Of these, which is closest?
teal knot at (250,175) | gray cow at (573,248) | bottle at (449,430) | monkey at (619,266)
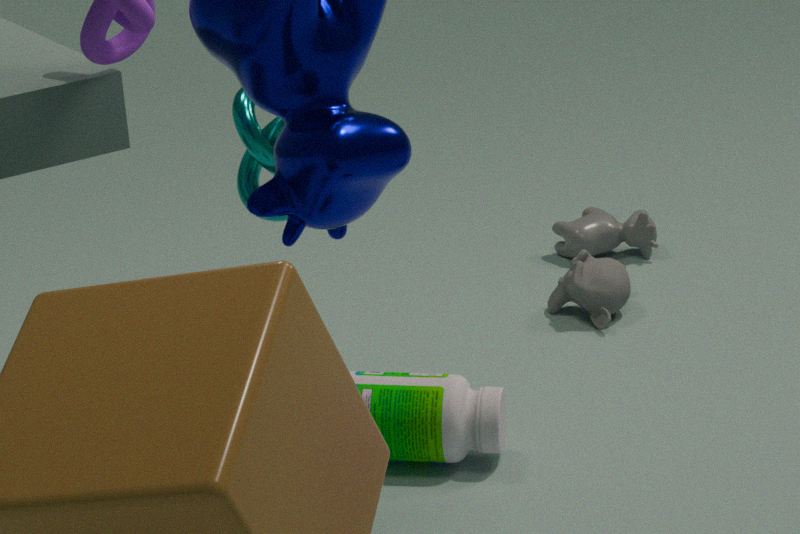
teal knot at (250,175)
